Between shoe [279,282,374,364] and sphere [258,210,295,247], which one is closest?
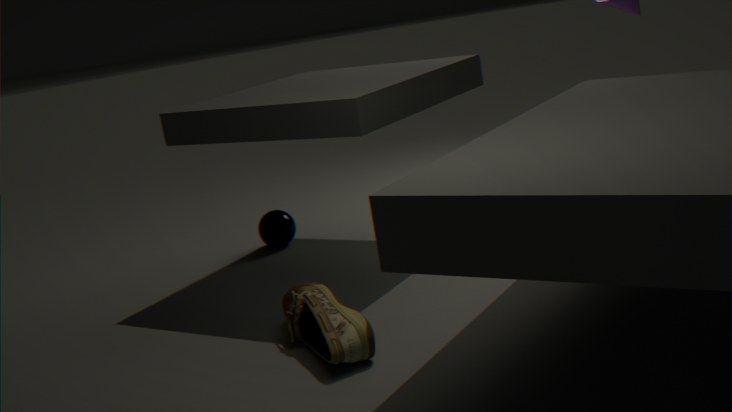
shoe [279,282,374,364]
